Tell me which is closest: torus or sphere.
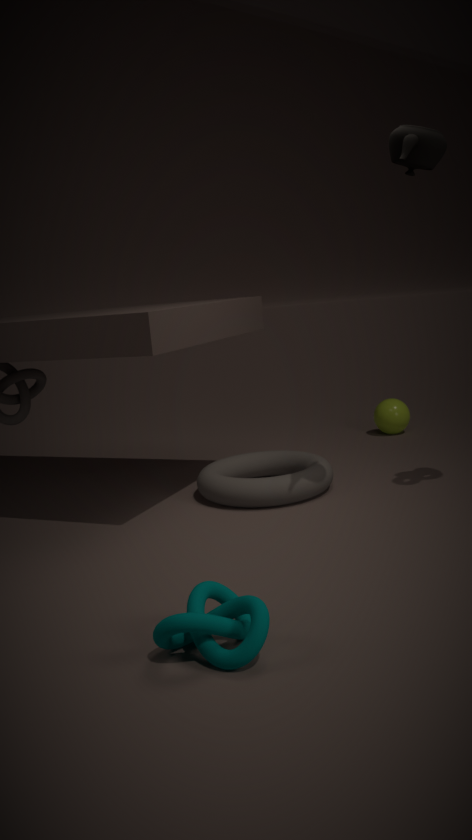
torus
